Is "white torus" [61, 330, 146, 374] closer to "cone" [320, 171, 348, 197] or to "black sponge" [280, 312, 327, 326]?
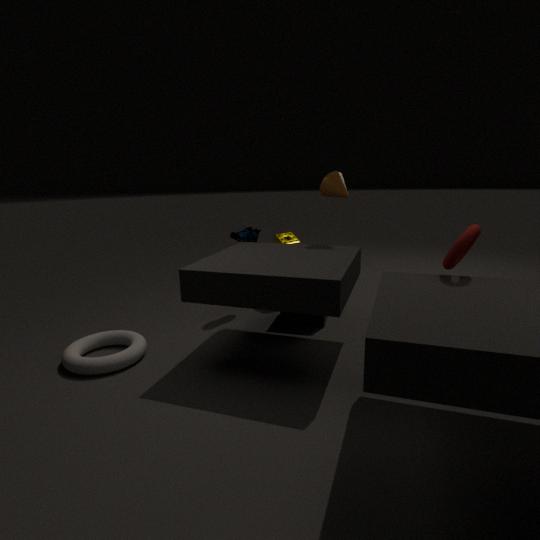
"black sponge" [280, 312, 327, 326]
